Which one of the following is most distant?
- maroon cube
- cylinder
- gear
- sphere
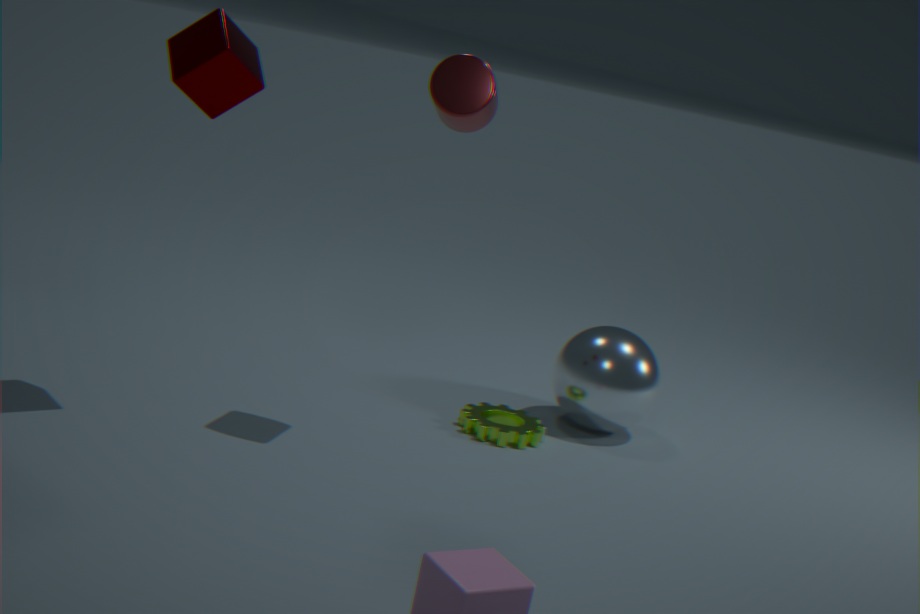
sphere
